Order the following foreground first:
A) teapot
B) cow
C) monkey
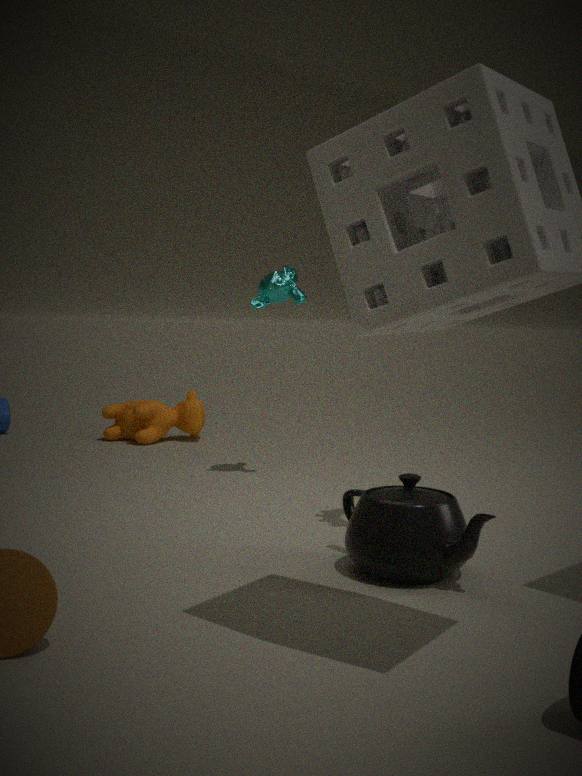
teapot < monkey < cow
